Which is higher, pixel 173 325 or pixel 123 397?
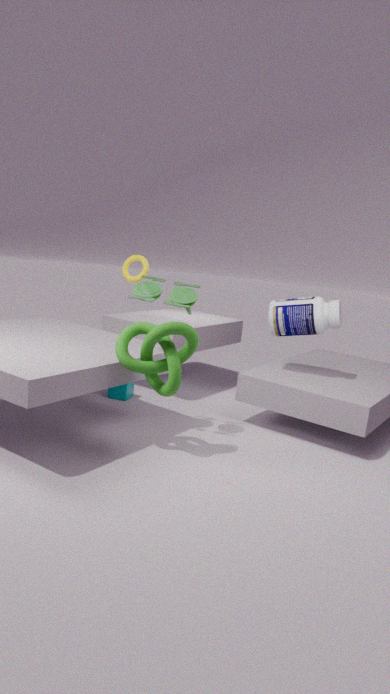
pixel 173 325
